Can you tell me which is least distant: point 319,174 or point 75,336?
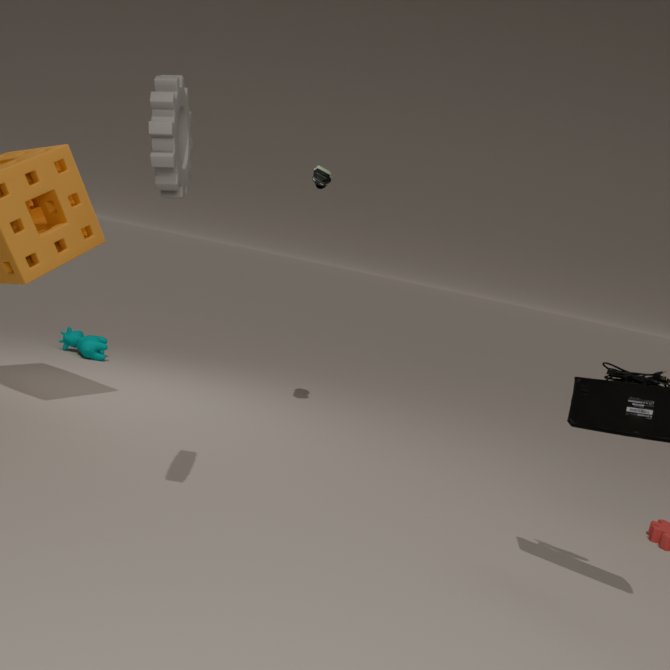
point 319,174
